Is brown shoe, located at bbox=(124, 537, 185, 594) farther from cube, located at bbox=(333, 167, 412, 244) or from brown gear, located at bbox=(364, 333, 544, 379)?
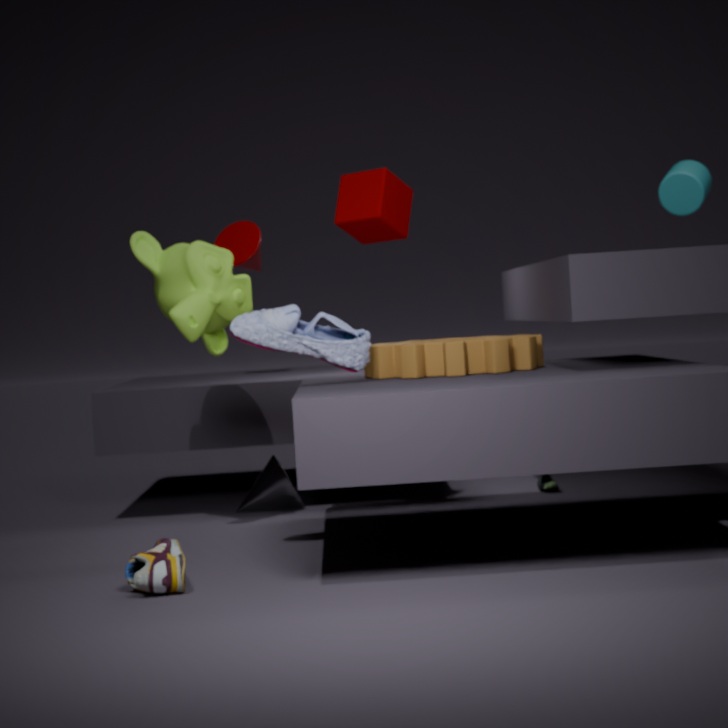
cube, located at bbox=(333, 167, 412, 244)
